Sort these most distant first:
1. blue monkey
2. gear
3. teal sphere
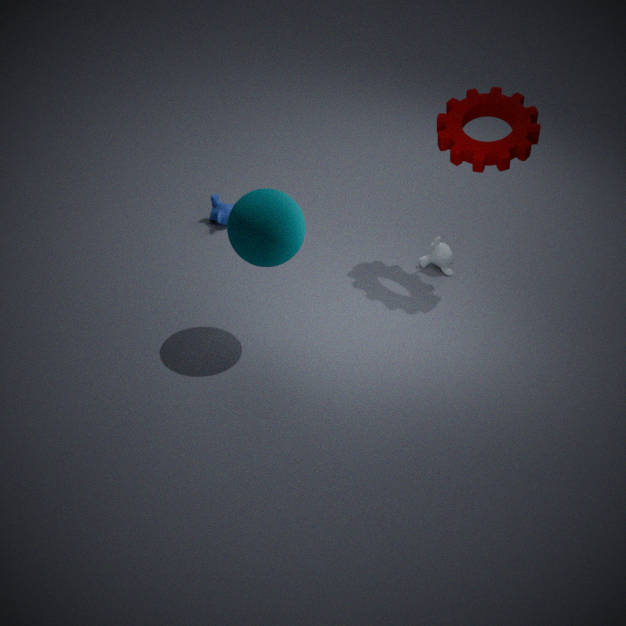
blue monkey, gear, teal sphere
